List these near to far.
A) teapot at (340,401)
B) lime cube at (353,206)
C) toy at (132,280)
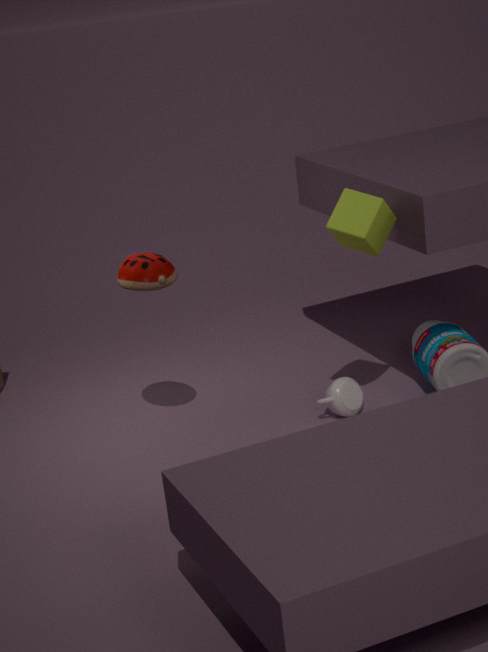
lime cube at (353,206) < toy at (132,280) < teapot at (340,401)
